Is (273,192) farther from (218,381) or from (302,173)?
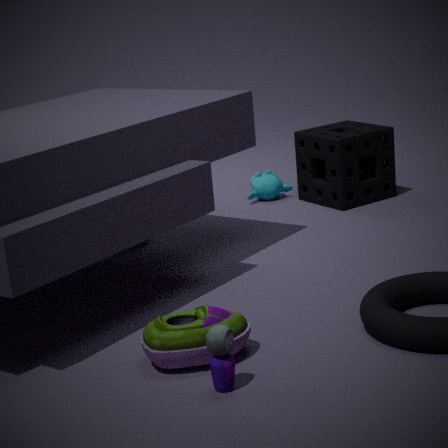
(218,381)
